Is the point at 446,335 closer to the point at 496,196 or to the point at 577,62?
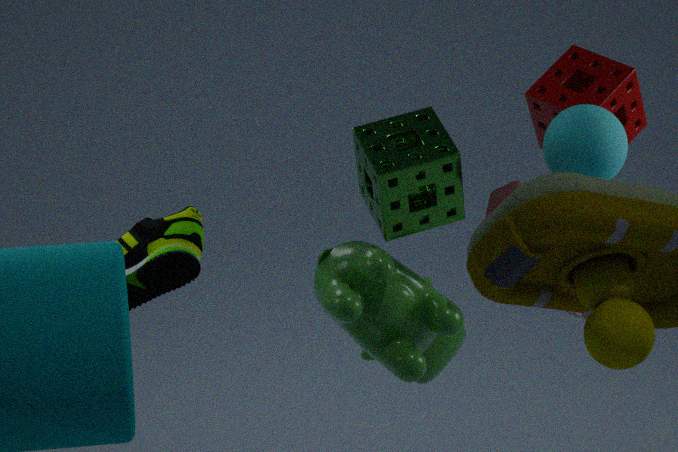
the point at 496,196
